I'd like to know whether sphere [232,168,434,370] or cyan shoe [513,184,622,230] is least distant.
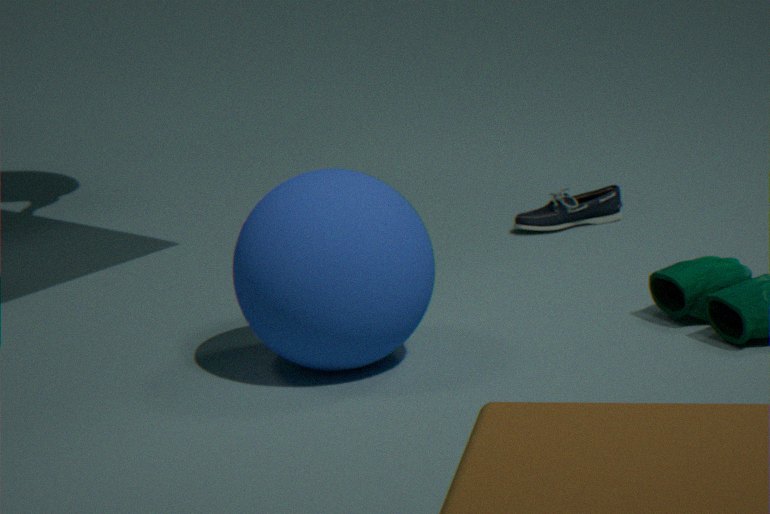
sphere [232,168,434,370]
